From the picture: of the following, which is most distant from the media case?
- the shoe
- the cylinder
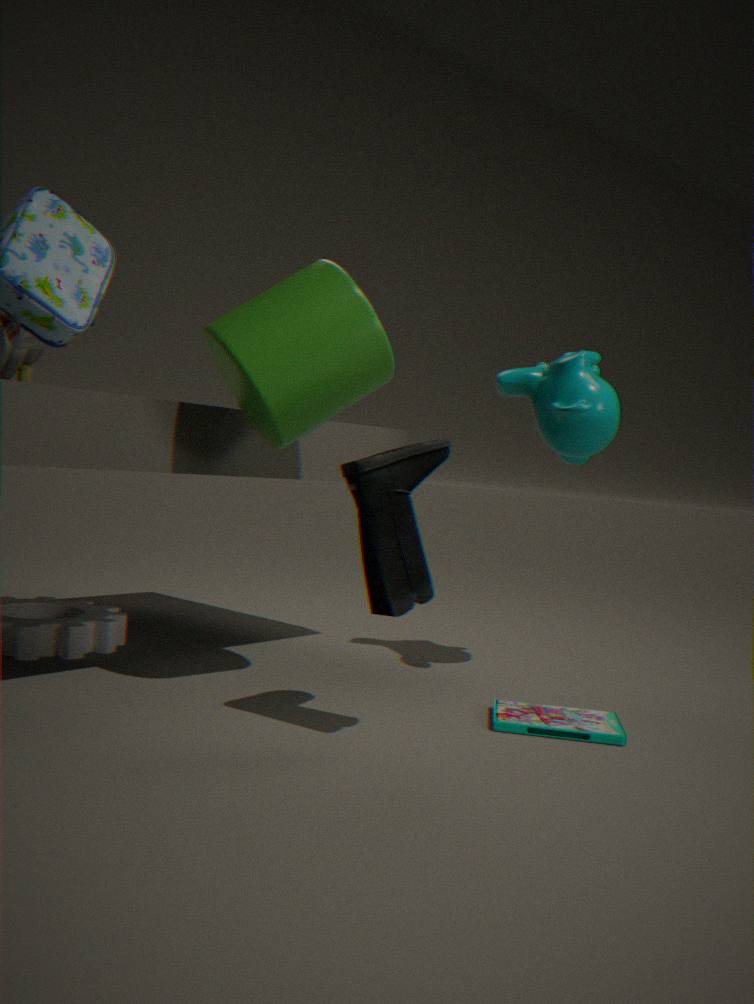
the cylinder
